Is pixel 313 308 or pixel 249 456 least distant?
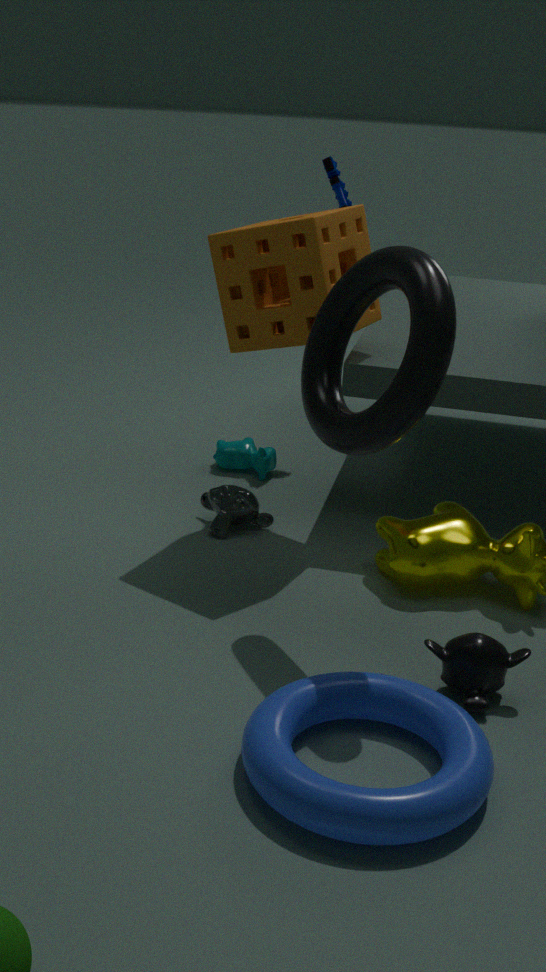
pixel 313 308
